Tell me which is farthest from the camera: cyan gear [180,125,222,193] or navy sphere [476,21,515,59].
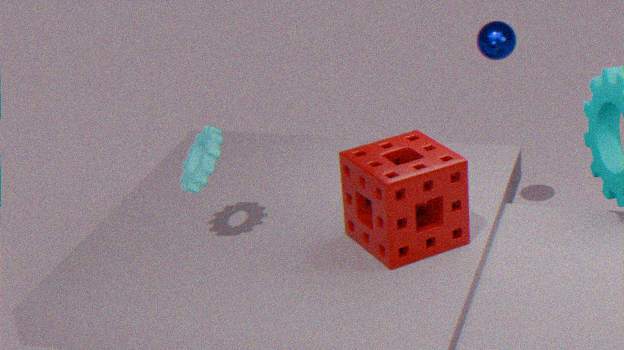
navy sphere [476,21,515,59]
